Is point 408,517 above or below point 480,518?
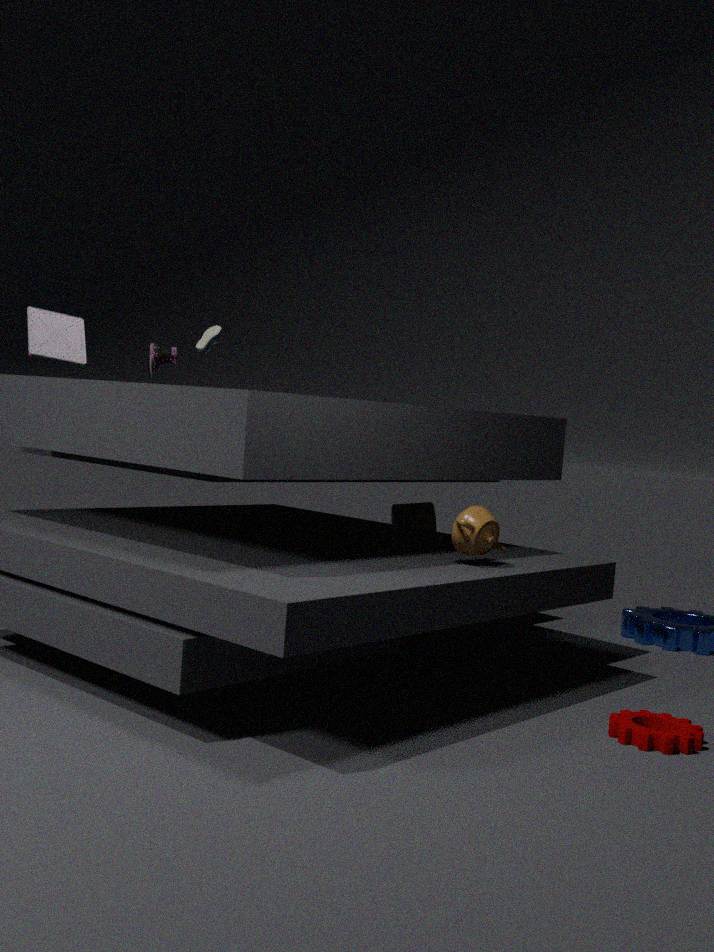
below
